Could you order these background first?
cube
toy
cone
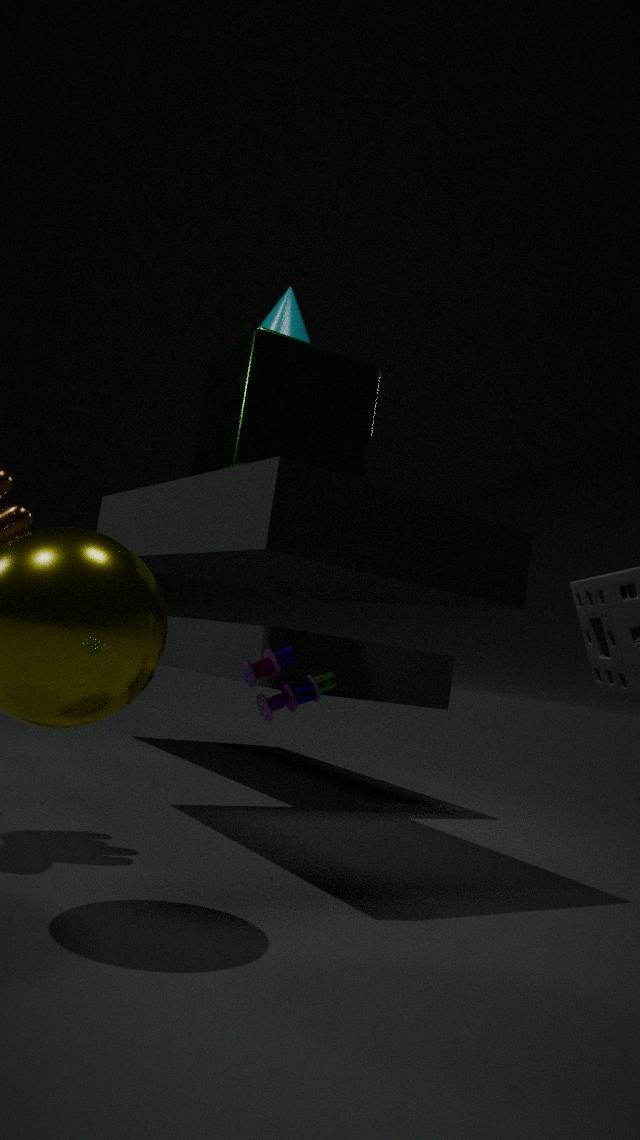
cone < toy < cube
